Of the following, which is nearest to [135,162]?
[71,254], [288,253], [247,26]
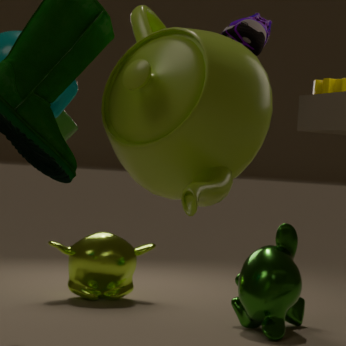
[247,26]
